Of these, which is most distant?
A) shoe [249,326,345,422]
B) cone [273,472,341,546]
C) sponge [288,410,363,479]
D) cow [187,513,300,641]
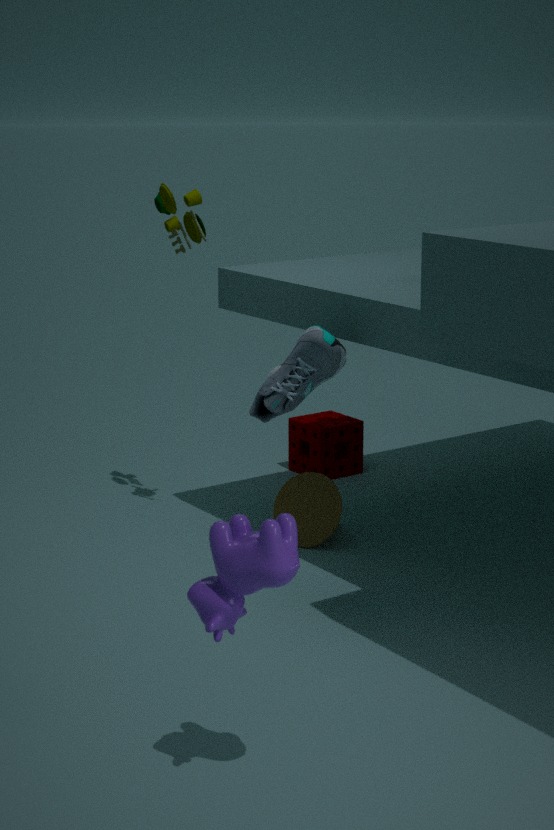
sponge [288,410,363,479]
